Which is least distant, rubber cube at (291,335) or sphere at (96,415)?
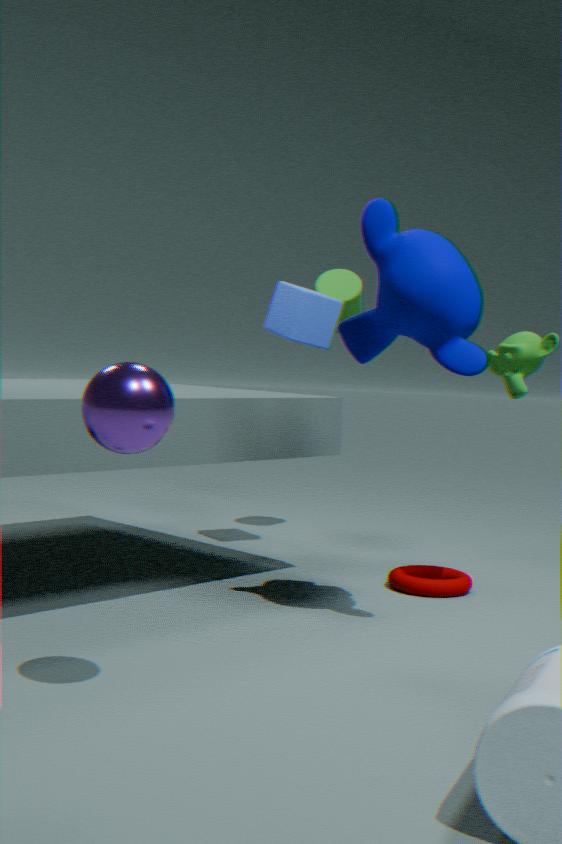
sphere at (96,415)
